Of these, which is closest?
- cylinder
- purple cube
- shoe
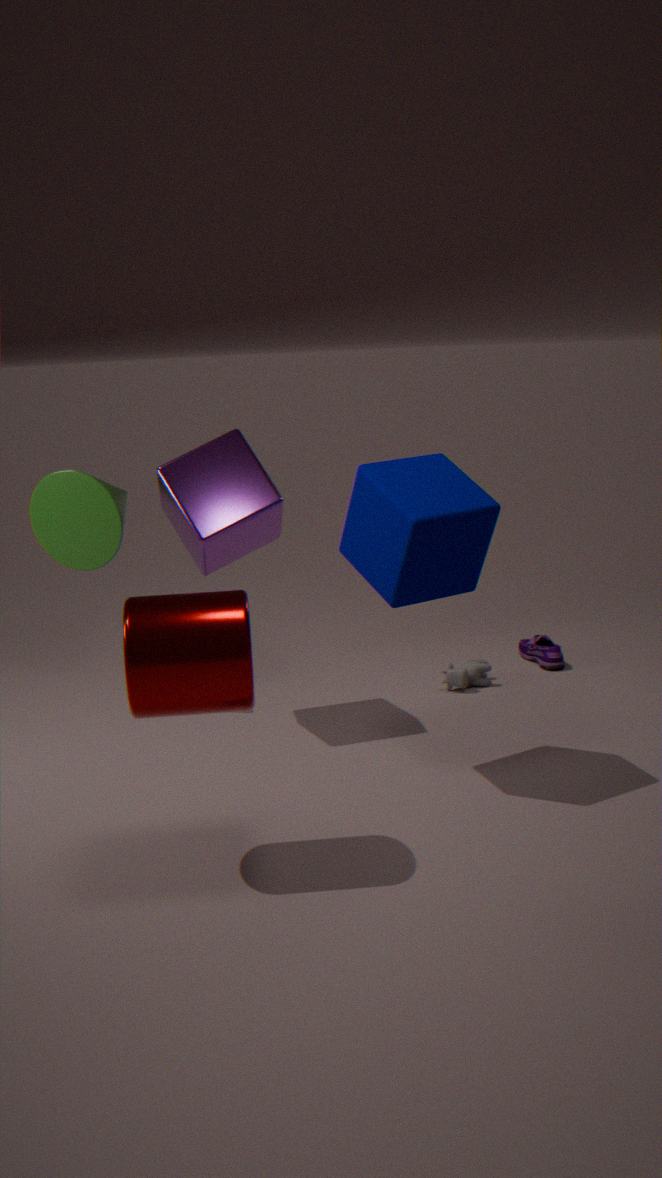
cylinder
